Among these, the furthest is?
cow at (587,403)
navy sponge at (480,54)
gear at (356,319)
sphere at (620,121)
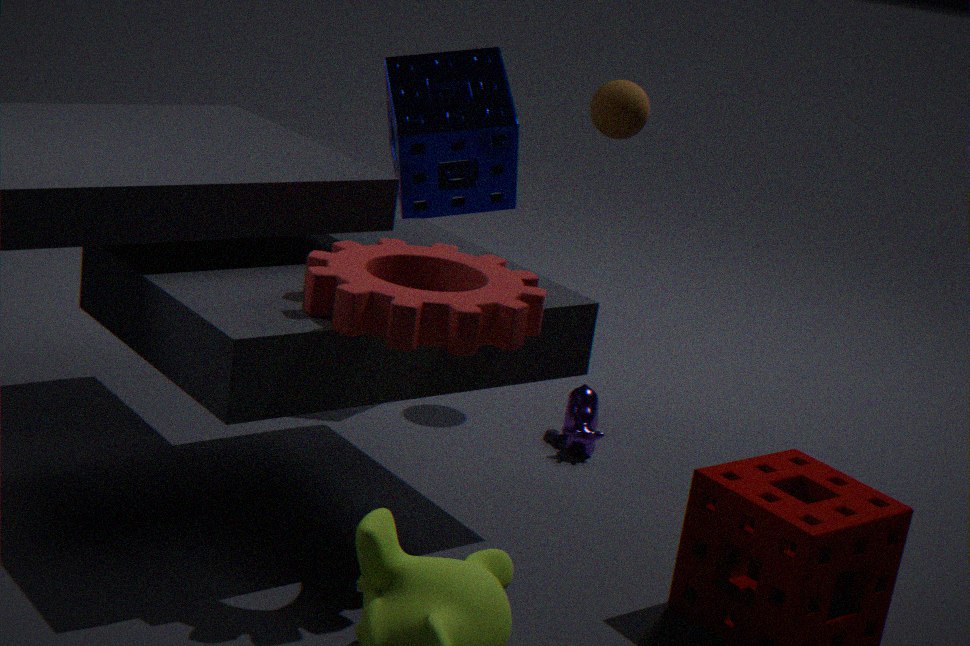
sphere at (620,121)
